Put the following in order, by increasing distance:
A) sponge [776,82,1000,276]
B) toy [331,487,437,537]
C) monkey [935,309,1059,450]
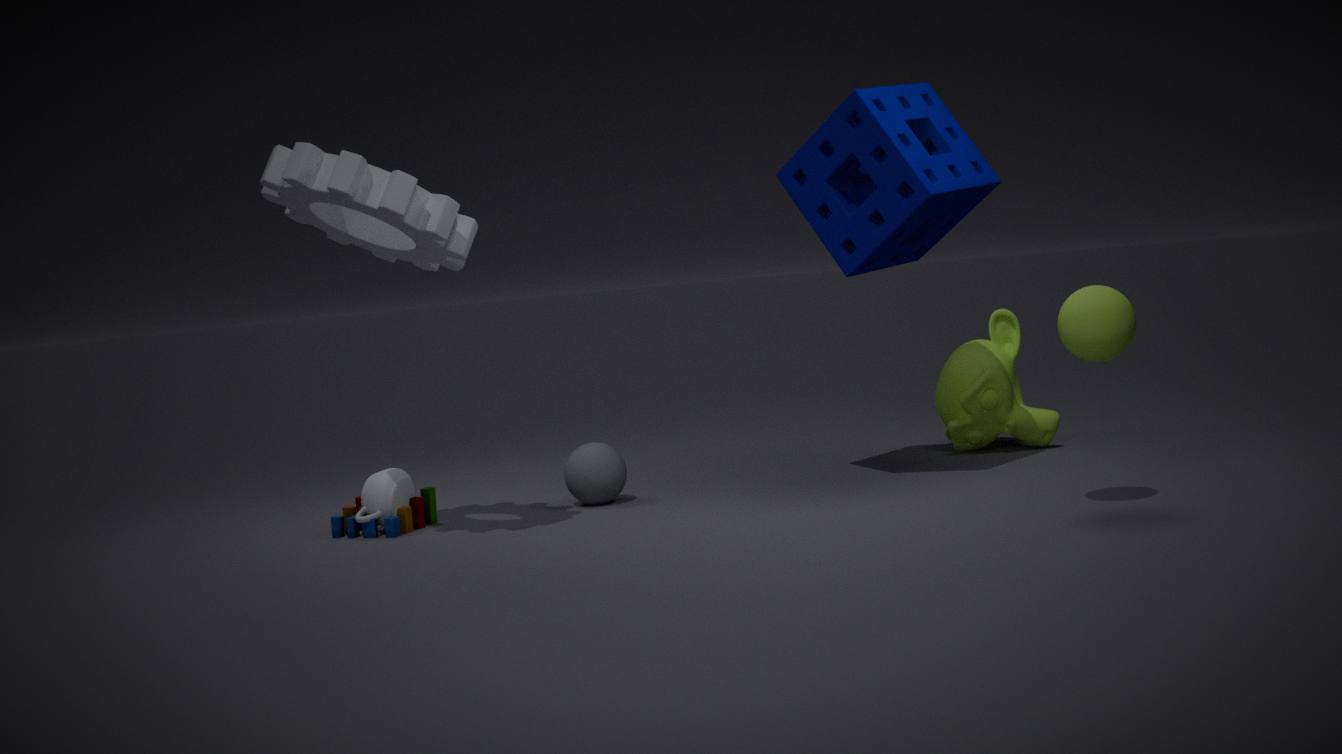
1. sponge [776,82,1000,276]
2. toy [331,487,437,537]
3. monkey [935,309,1059,450]
